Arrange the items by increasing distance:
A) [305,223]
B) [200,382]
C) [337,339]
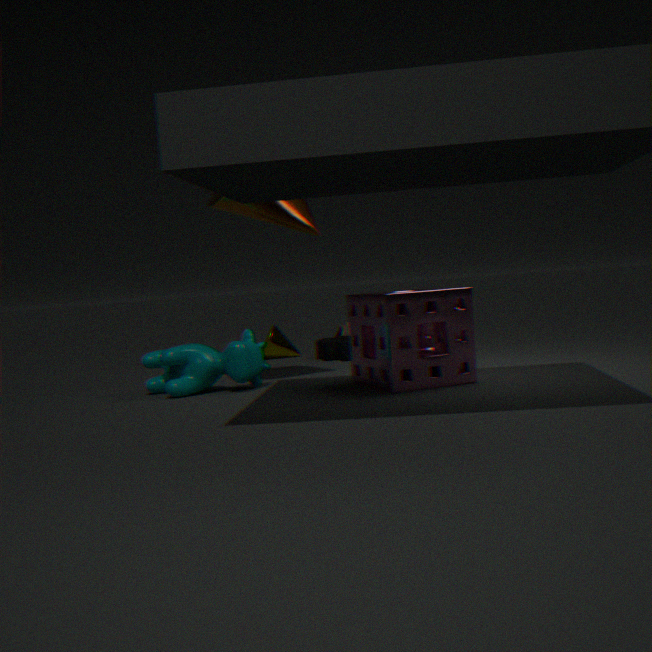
1. [200,382]
2. [305,223]
3. [337,339]
